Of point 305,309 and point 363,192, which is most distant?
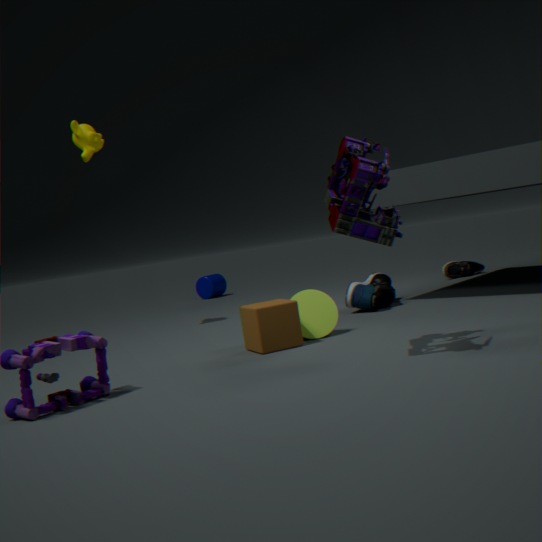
point 305,309
